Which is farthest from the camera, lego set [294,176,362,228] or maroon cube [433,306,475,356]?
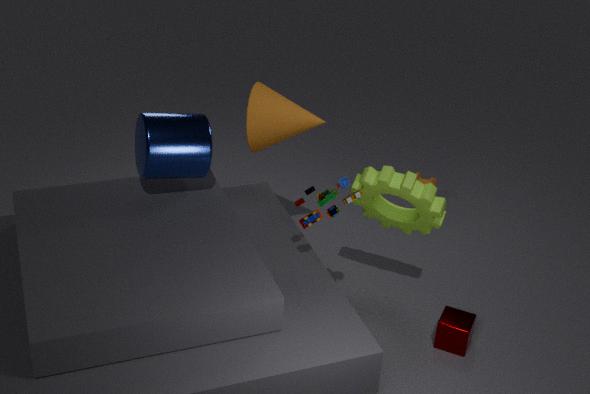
maroon cube [433,306,475,356]
